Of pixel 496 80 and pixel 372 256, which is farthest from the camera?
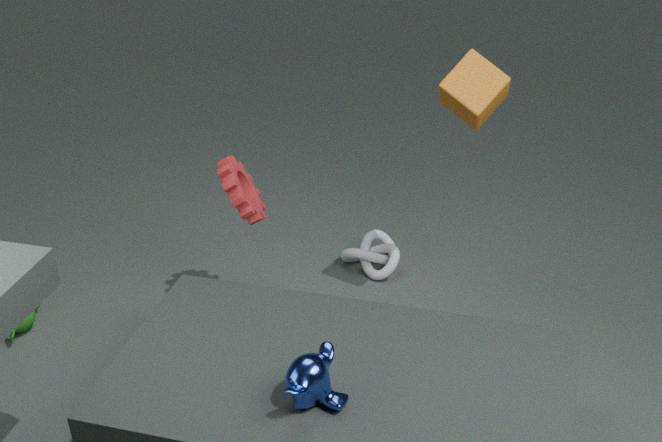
pixel 372 256
